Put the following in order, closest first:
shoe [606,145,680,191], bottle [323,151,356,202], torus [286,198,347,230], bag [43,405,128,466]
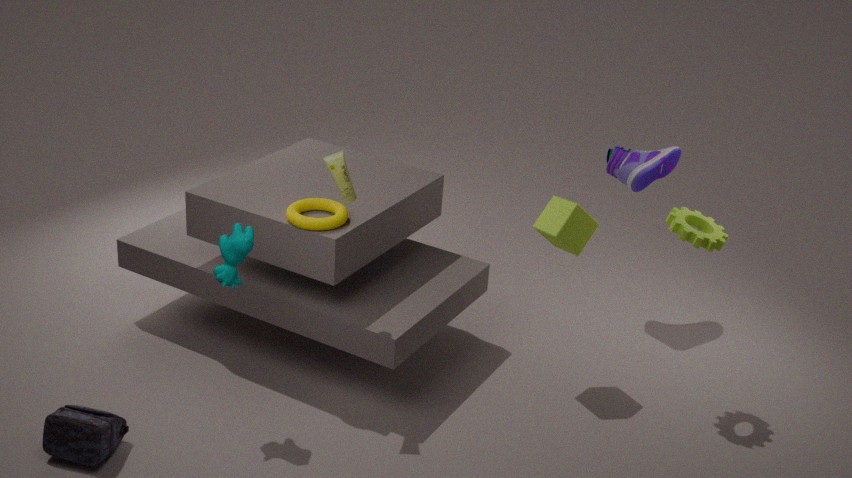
bag [43,405,128,466], bottle [323,151,356,202], torus [286,198,347,230], shoe [606,145,680,191]
